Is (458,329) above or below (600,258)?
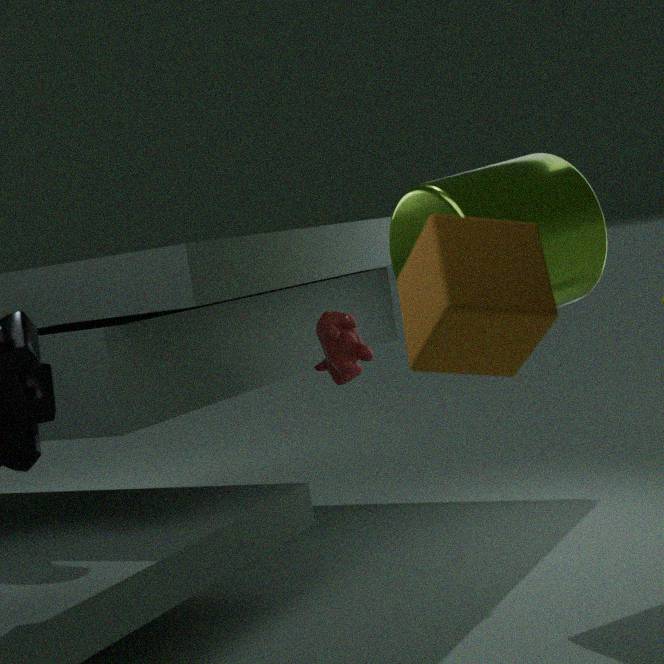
below
